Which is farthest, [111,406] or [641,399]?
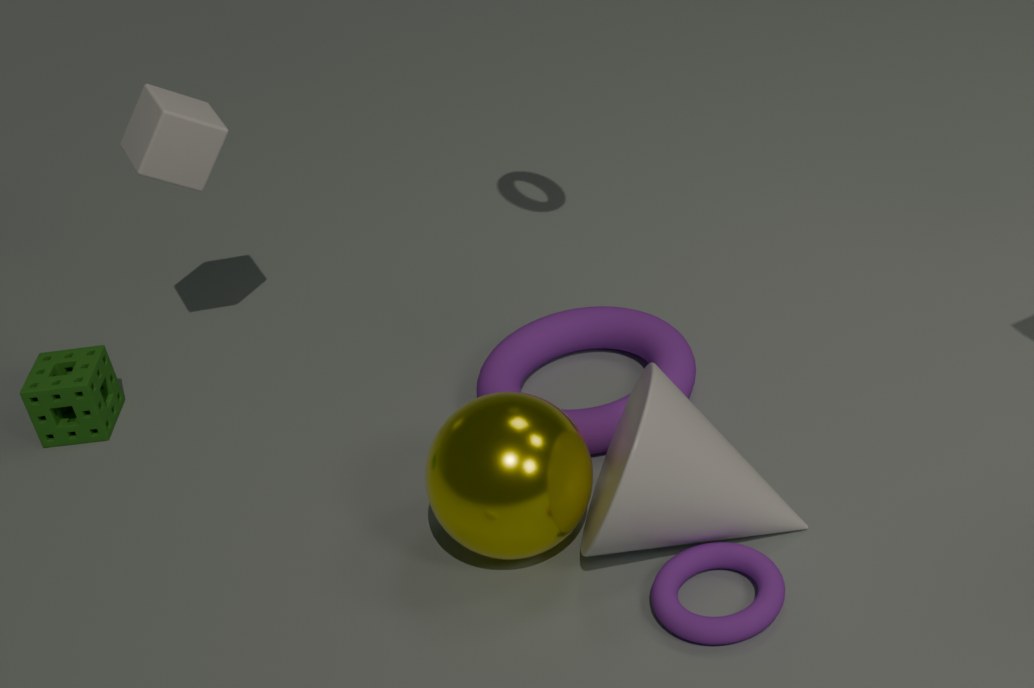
[111,406]
